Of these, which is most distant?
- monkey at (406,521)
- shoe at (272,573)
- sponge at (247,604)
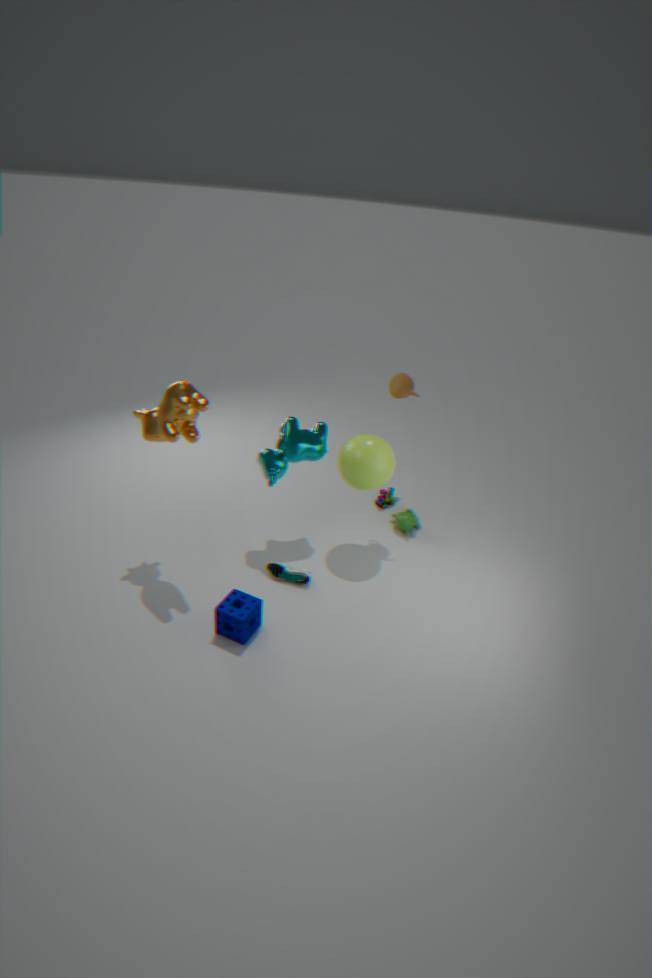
monkey at (406,521)
